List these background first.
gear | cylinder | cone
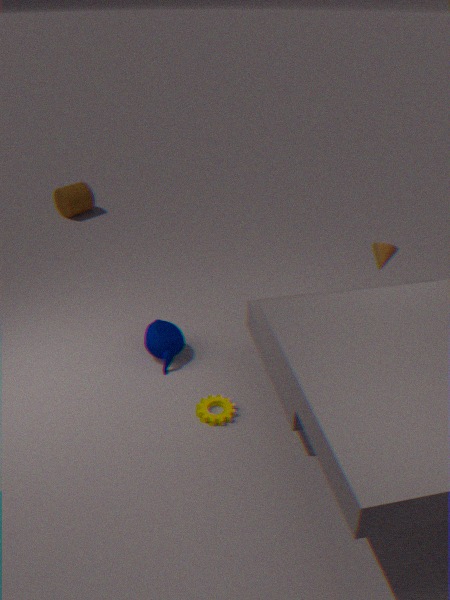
cylinder, cone, gear
